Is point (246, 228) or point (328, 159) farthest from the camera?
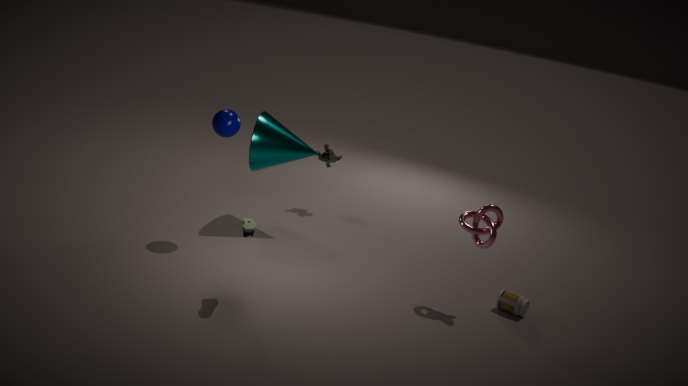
point (328, 159)
